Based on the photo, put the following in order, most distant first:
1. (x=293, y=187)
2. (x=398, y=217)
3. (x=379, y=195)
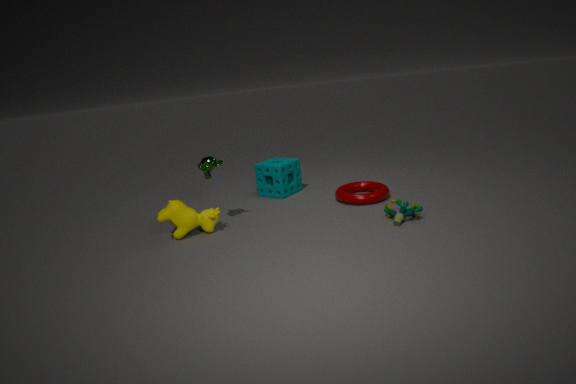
(x=293, y=187) → (x=379, y=195) → (x=398, y=217)
